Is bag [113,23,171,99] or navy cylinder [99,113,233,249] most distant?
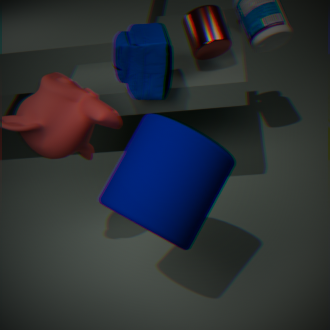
bag [113,23,171,99]
